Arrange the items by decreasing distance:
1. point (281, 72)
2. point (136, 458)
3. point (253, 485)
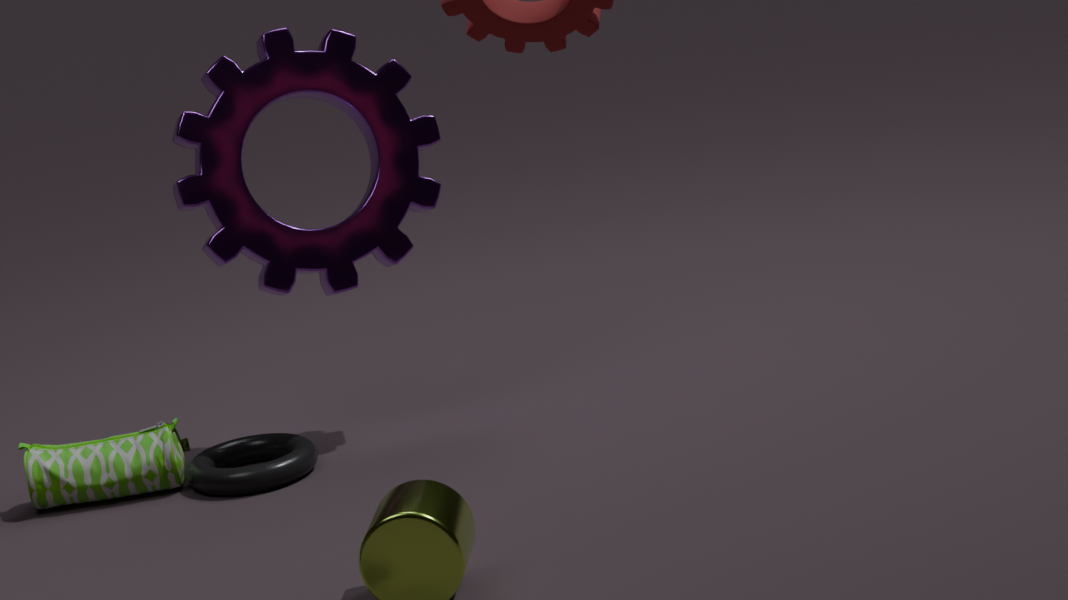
point (281, 72) → point (136, 458) → point (253, 485)
